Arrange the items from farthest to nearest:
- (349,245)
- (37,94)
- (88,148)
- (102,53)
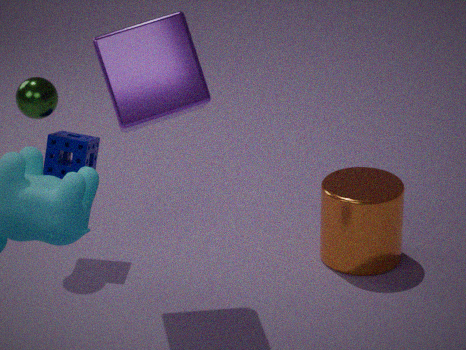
1. (88,148)
2. (349,245)
3. (37,94)
4. (102,53)
